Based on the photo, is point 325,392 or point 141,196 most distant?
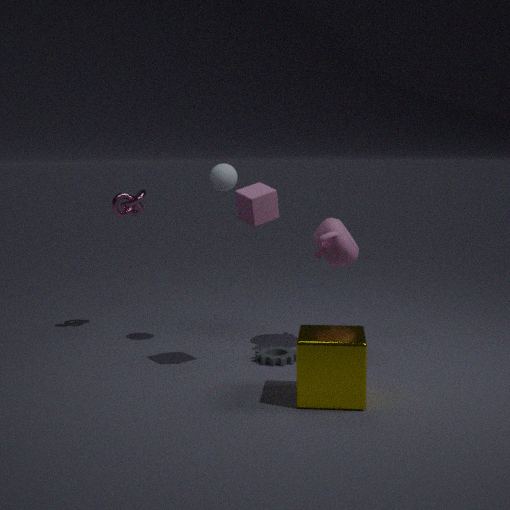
point 141,196
